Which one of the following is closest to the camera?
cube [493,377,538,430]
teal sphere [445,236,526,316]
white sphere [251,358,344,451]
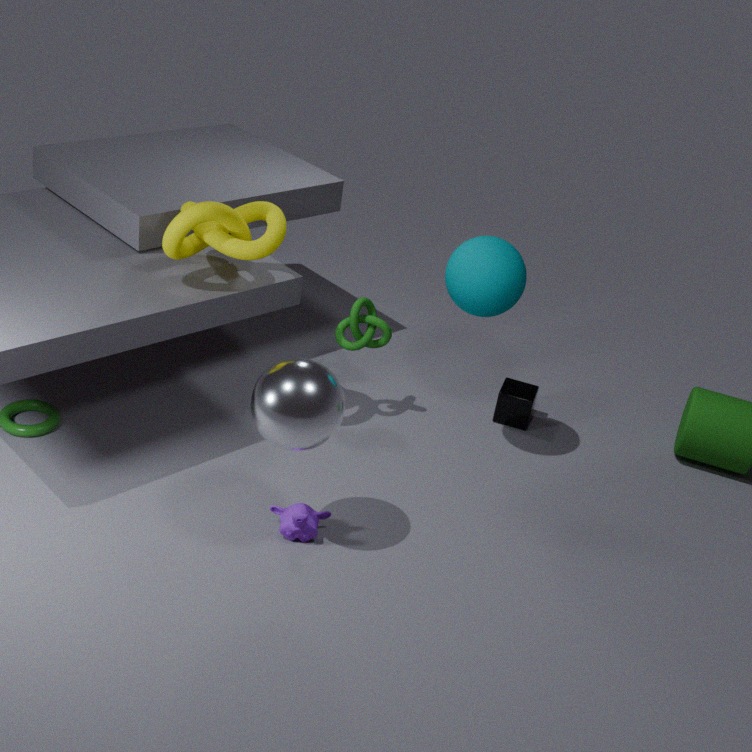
white sphere [251,358,344,451]
